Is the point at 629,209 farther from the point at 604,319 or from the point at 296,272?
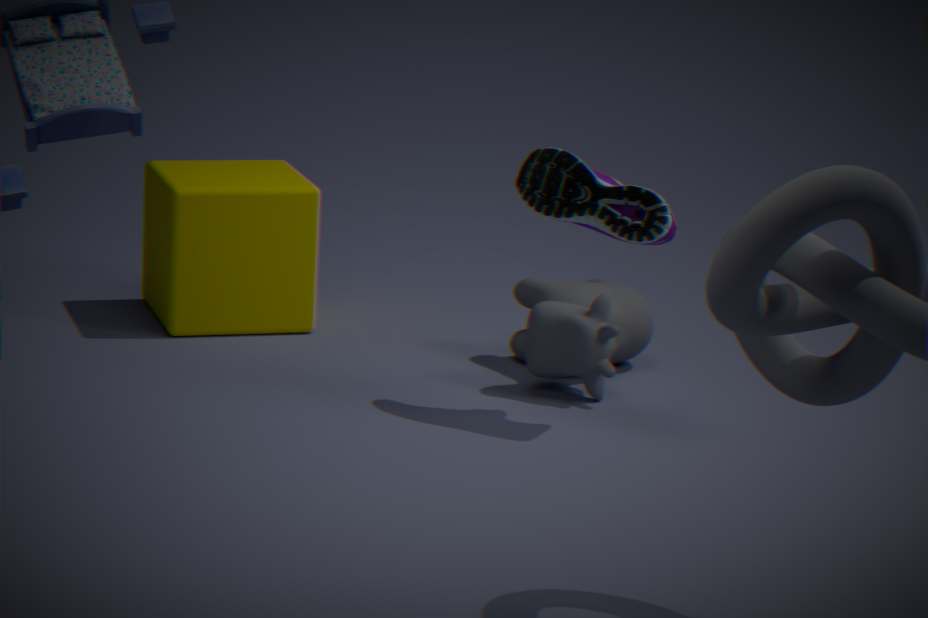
the point at 296,272
